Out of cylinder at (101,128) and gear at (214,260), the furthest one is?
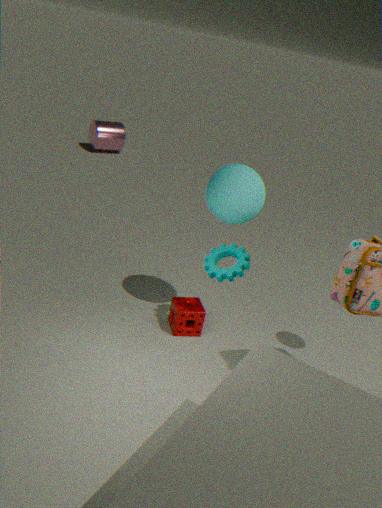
cylinder at (101,128)
